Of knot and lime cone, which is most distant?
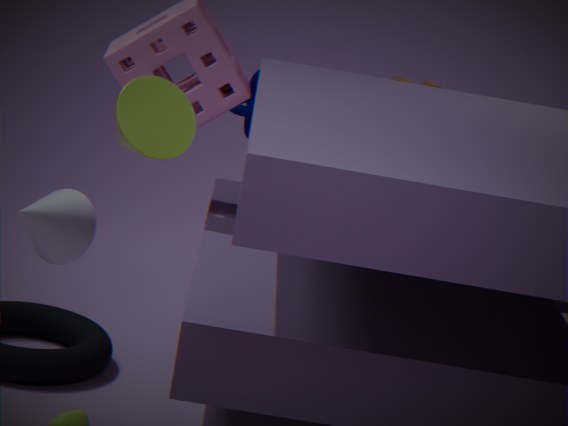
knot
